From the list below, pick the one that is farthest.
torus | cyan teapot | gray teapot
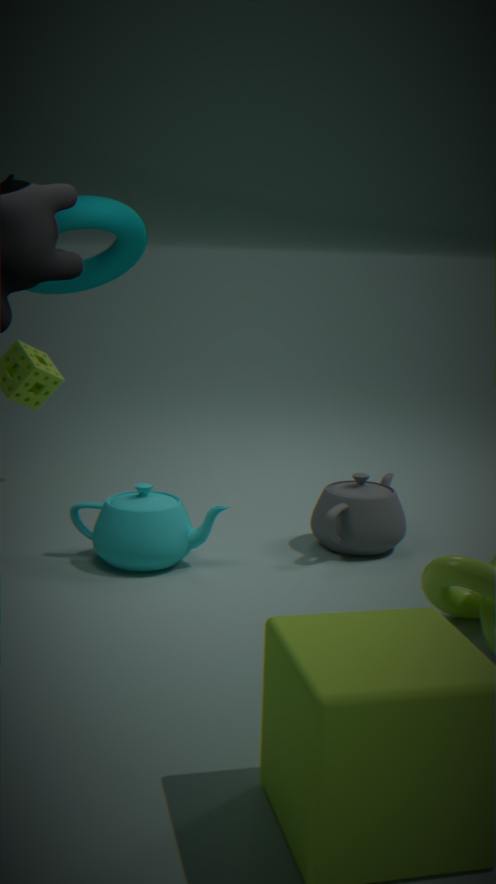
gray teapot
